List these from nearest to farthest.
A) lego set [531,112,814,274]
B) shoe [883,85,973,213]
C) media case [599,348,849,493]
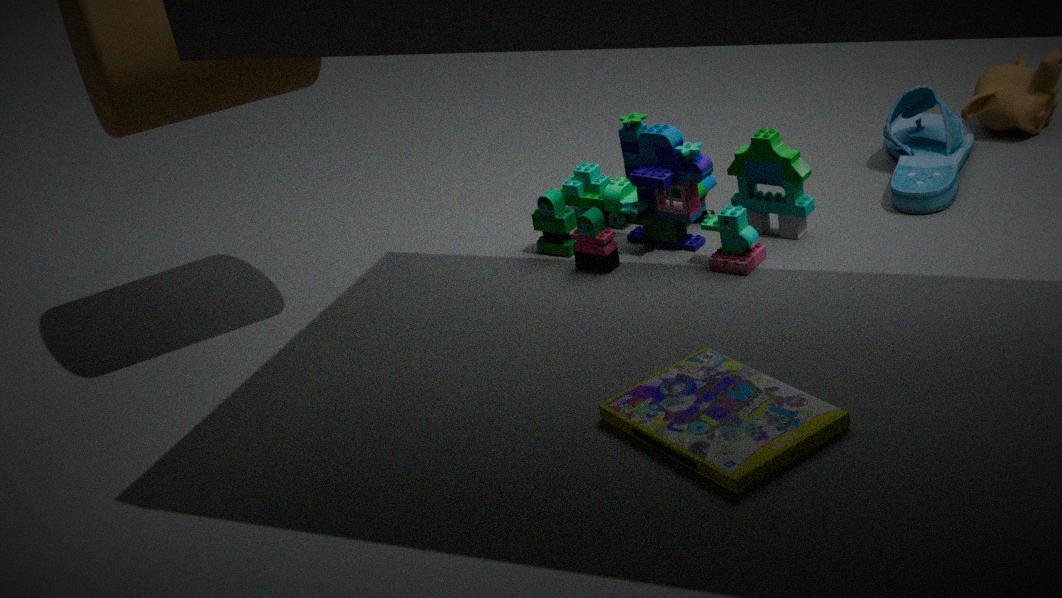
media case [599,348,849,493] < lego set [531,112,814,274] < shoe [883,85,973,213]
